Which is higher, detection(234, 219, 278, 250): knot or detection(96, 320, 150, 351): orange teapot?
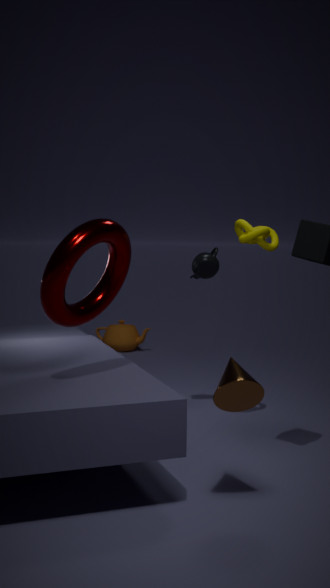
detection(234, 219, 278, 250): knot
